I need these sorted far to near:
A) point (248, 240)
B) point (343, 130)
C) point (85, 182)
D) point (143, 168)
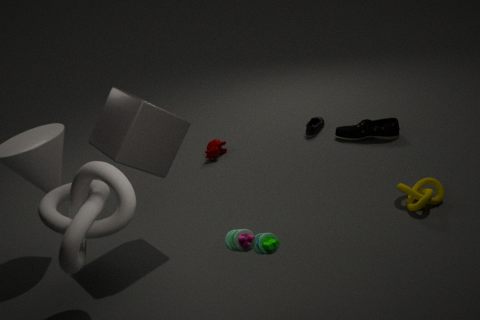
point (343, 130)
point (143, 168)
point (85, 182)
point (248, 240)
